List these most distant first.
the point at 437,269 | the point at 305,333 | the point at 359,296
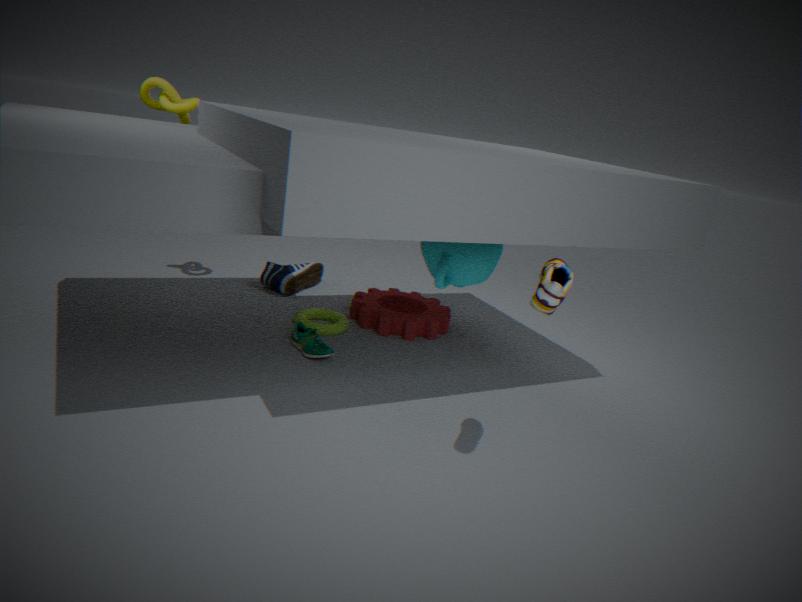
the point at 359,296
the point at 305,333
the point at 437,269
